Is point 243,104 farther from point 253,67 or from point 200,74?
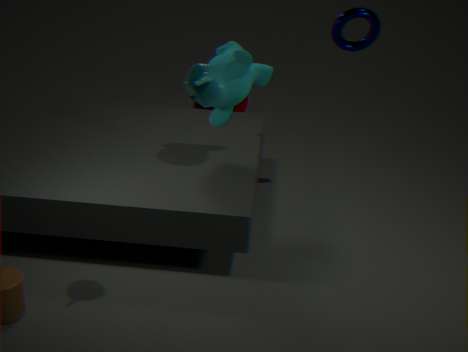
point 200,74
